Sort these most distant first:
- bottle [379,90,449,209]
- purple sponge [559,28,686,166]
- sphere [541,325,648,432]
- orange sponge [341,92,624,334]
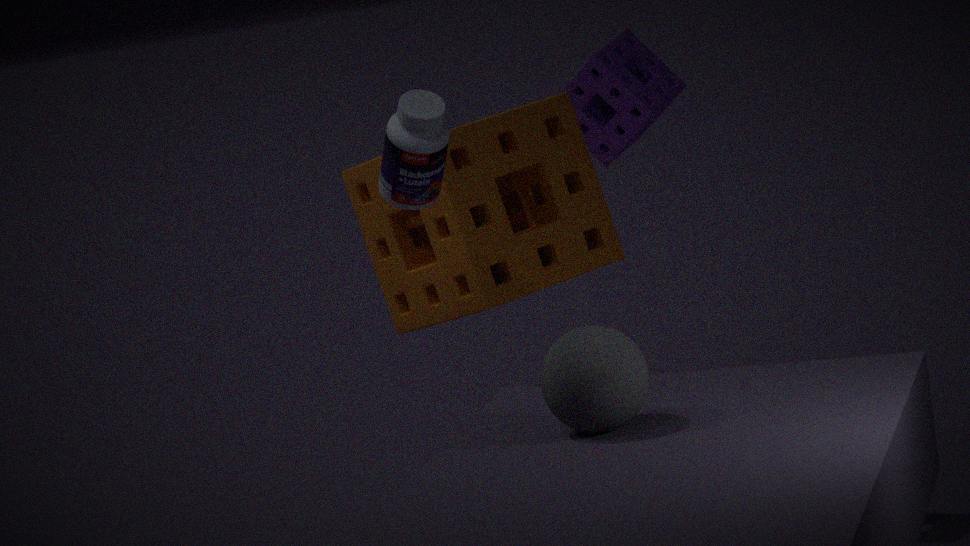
purple sponge [559,28,686,166]
orange sponge [341,92,624,334]
bottle [379,90,449,209]
sphere [541,325,648,432]
